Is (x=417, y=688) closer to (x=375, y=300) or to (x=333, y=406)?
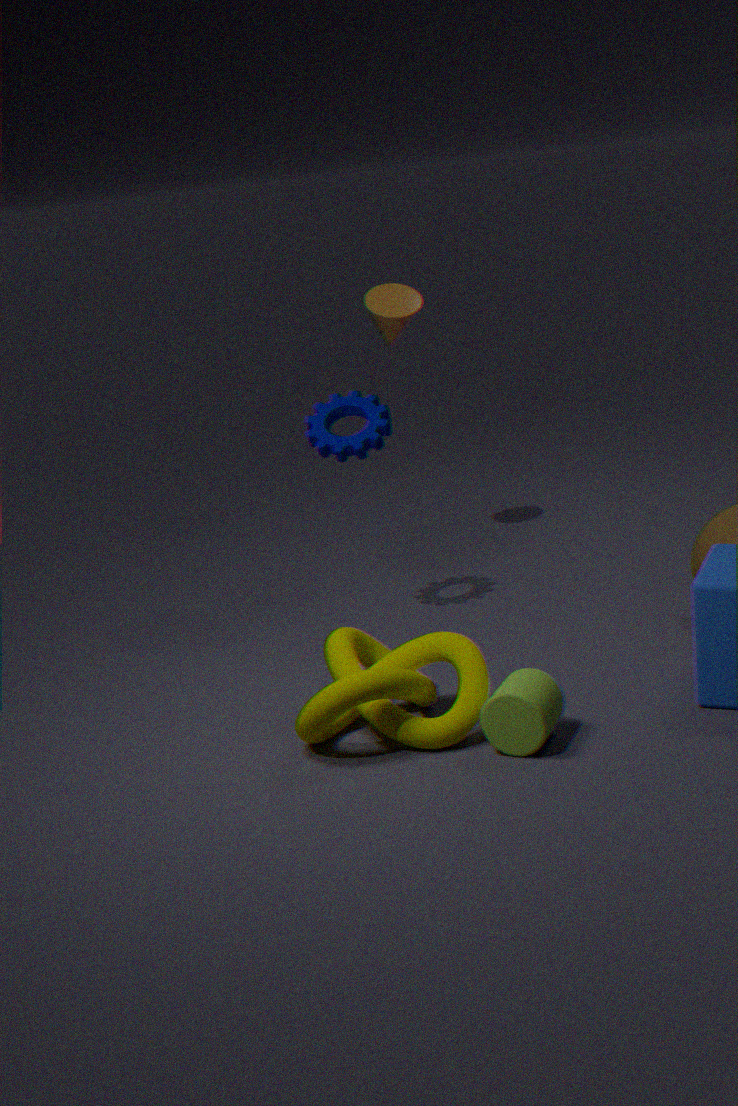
(x=333, y=406)
